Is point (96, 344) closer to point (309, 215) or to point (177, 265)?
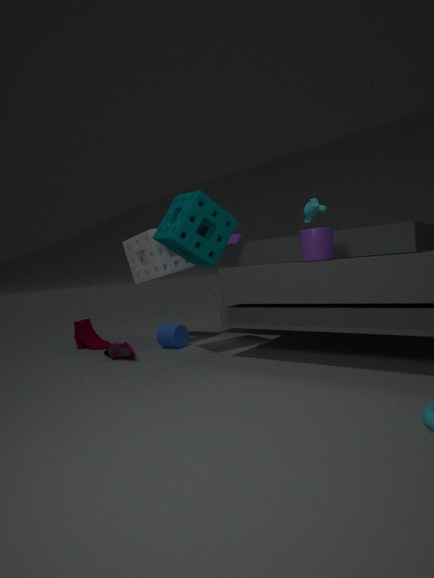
point (177, 265)
